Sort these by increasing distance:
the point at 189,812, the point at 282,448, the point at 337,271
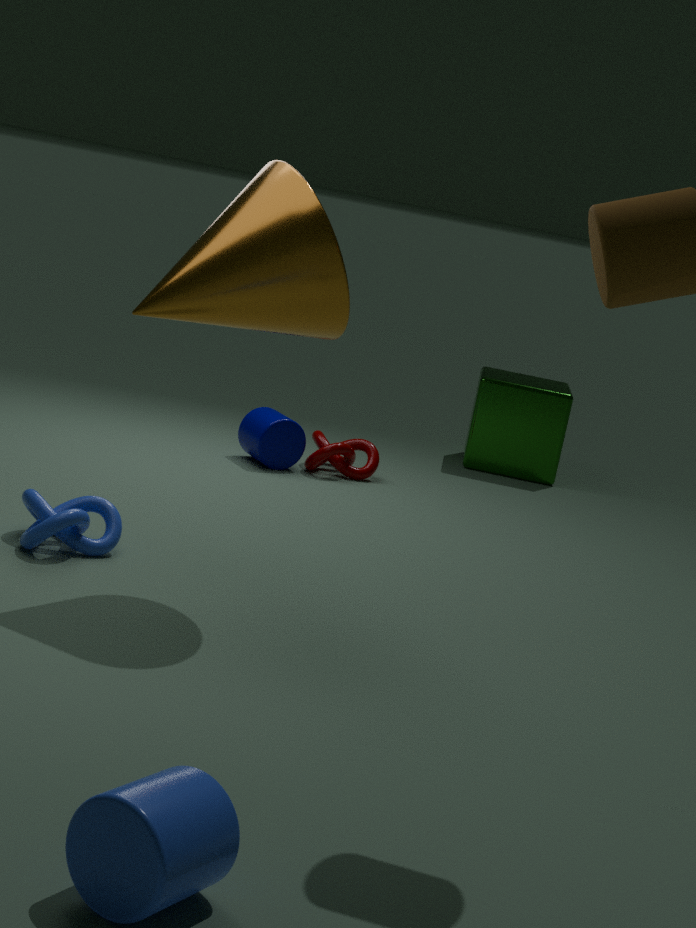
the point at 189,812
the point at 337,271
the point at 282,448
